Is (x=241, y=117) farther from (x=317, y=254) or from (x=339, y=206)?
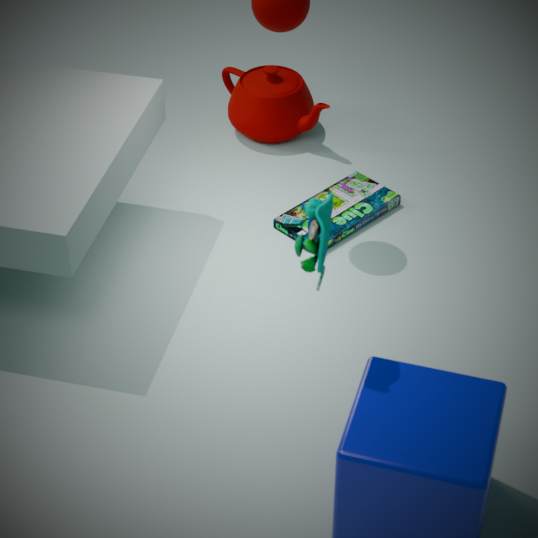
(x=317, y=254)
